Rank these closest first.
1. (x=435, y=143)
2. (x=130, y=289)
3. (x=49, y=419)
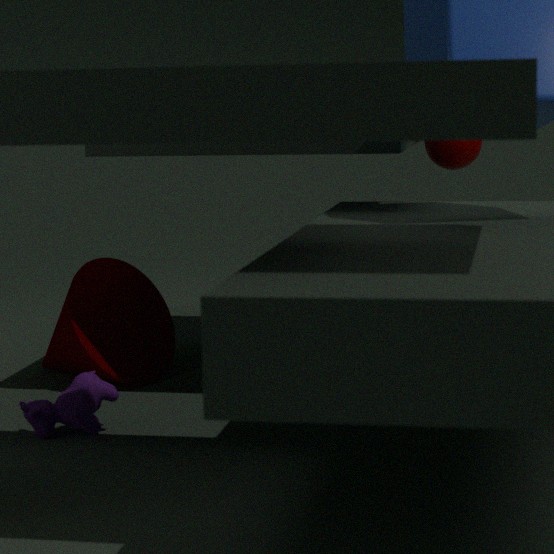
(x=49, y=419)
(x=435, y=143)
(x=130, y=289)
